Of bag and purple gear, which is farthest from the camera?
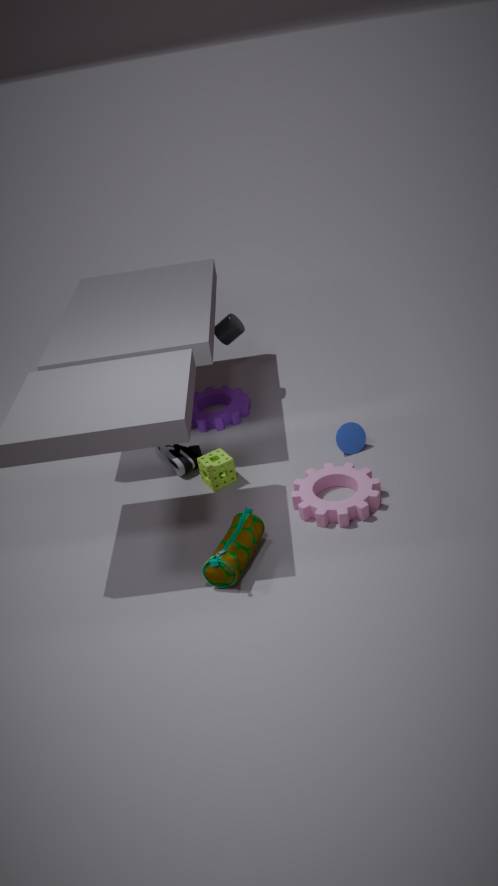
purple gear
